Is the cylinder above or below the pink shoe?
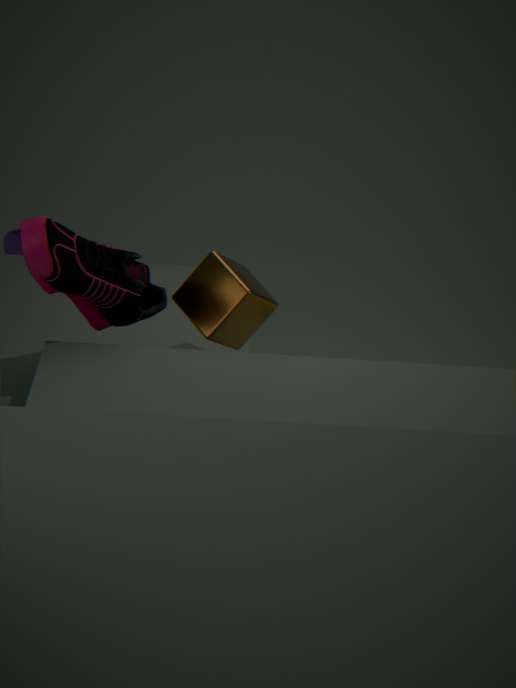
below
